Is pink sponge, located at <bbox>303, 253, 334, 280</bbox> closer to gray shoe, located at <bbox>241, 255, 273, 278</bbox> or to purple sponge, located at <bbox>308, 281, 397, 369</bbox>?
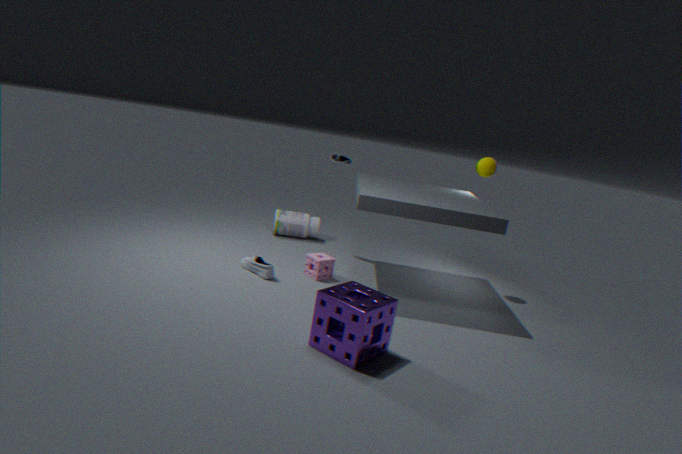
gray shoe, located at <bbox>241, 255, 273, 278</bbox>
